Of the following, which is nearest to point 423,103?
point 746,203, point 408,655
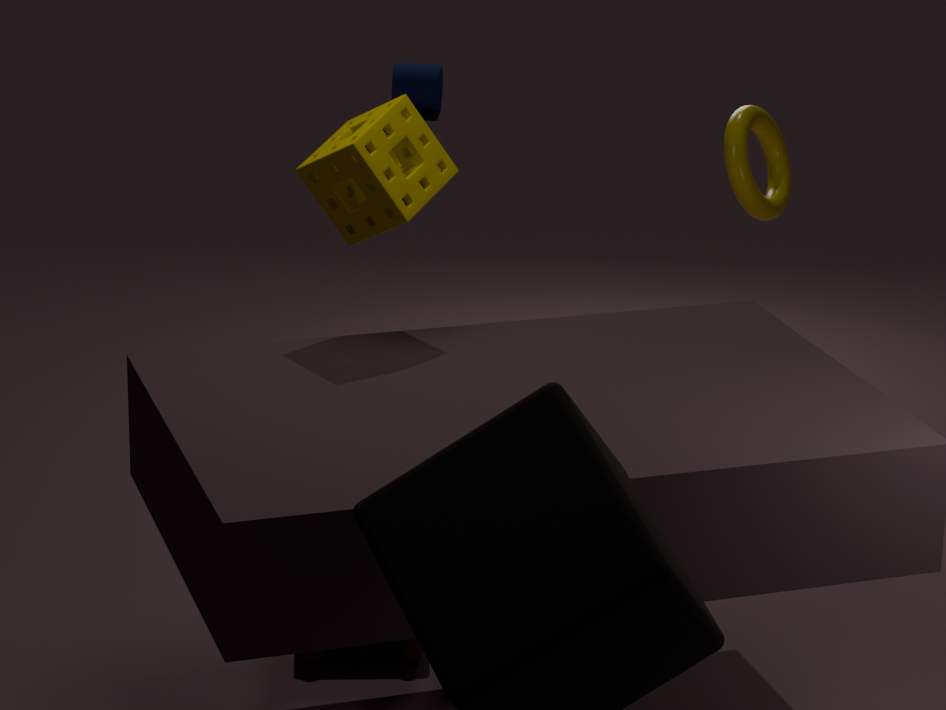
point 746,203
